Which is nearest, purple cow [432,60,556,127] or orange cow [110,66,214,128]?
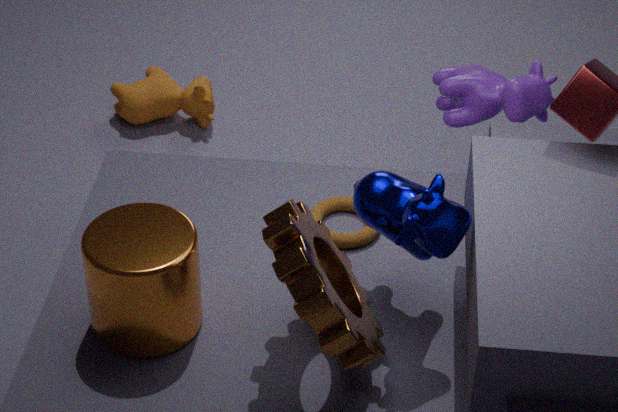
purple cow [432,60,556,127]
